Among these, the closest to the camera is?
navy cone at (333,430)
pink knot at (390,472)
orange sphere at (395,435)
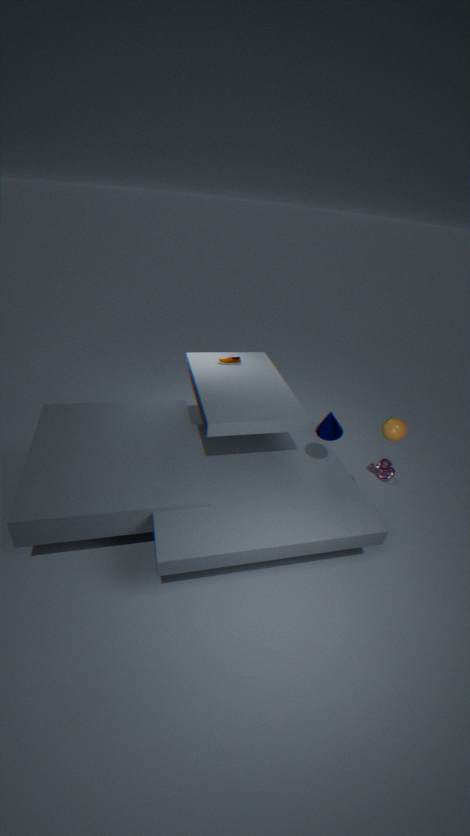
orange sphere at (395,435)
